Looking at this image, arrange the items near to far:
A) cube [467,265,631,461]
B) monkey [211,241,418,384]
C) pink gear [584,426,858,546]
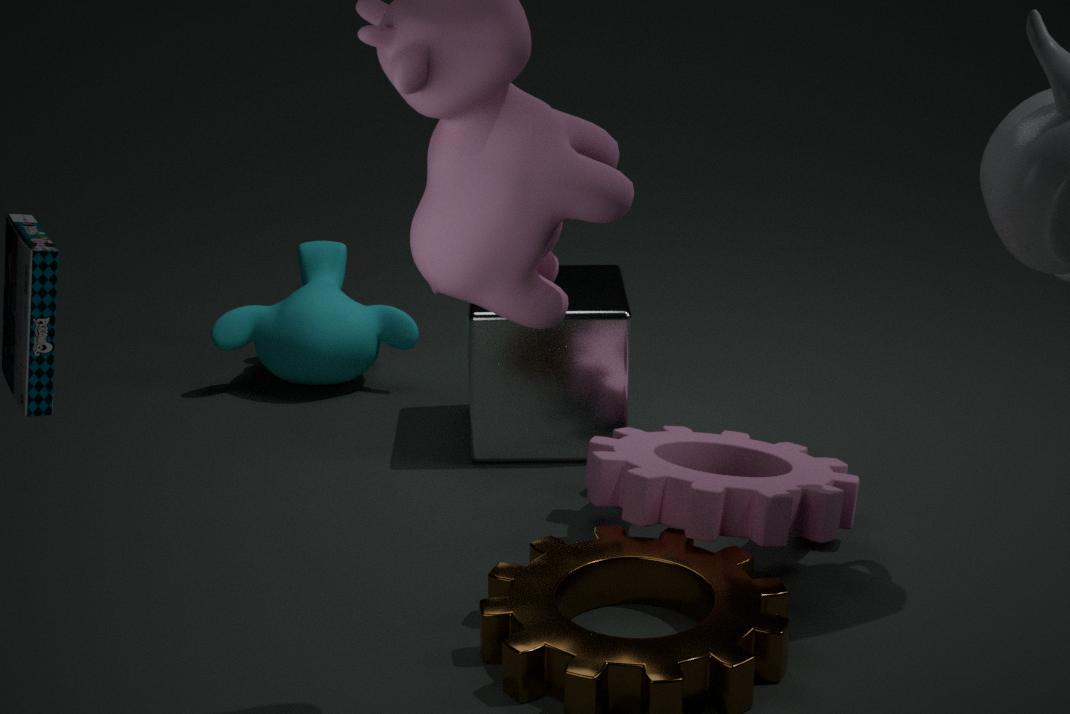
pink gear [584,426,858,546]
cube [467,265,631,461]
monkey [211,241,418,384]
